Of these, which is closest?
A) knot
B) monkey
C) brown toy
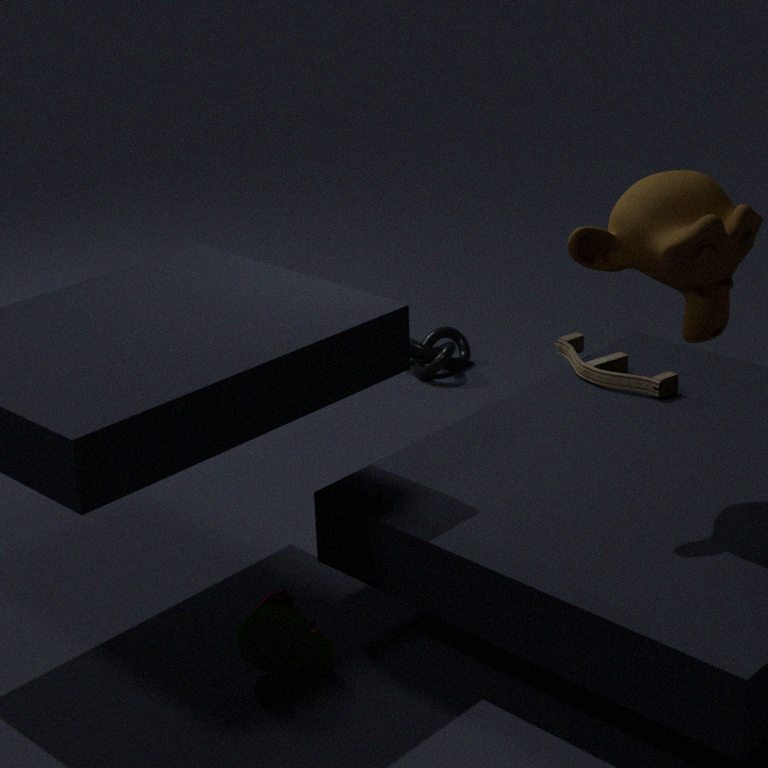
B
